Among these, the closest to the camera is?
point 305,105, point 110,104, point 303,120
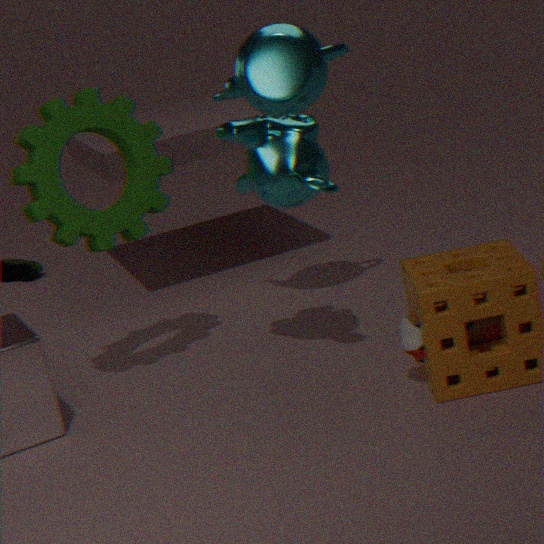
point 303,120
